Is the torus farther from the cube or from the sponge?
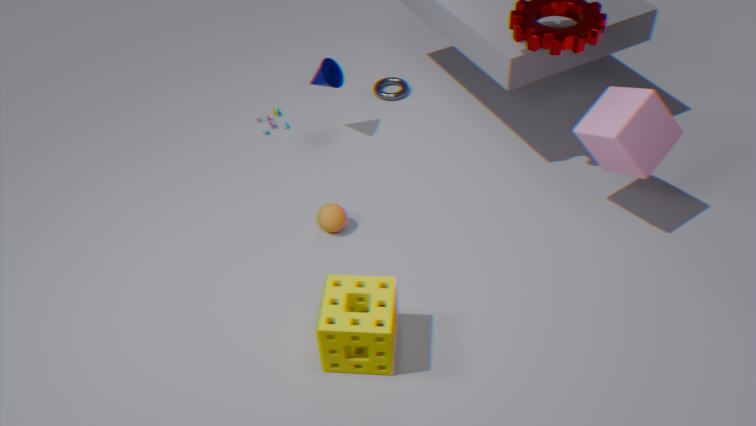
the sponge
